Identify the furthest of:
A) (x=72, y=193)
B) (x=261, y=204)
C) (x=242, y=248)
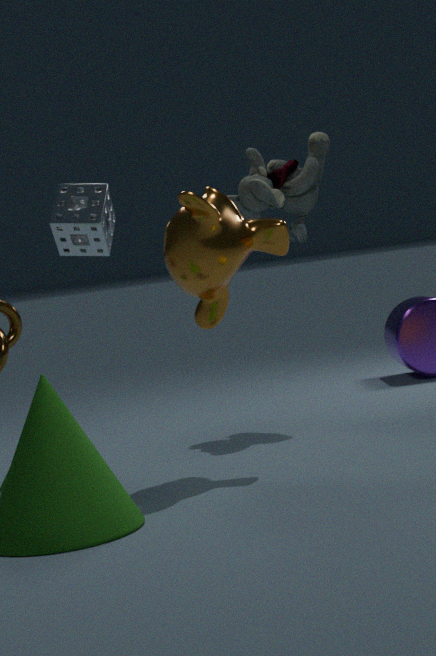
(x=261, y=204)
